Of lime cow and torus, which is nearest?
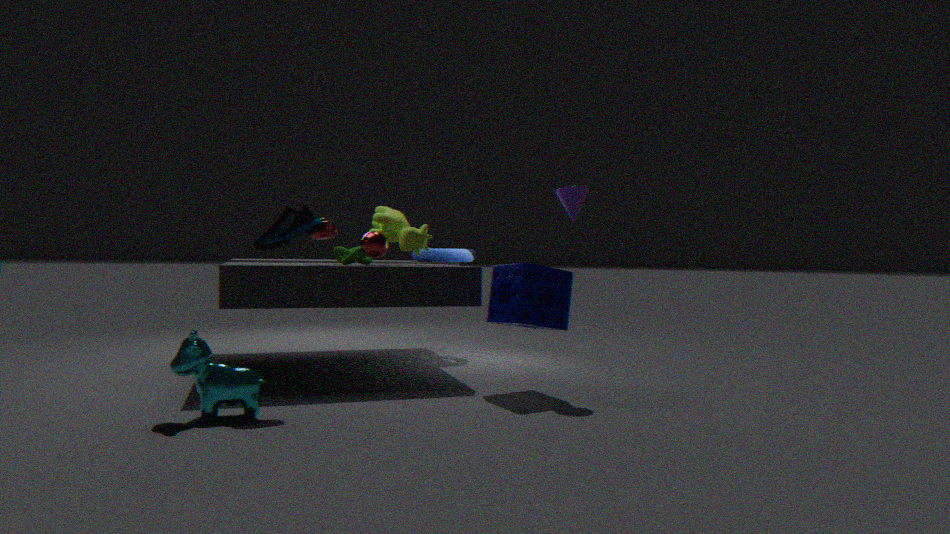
lime cow
